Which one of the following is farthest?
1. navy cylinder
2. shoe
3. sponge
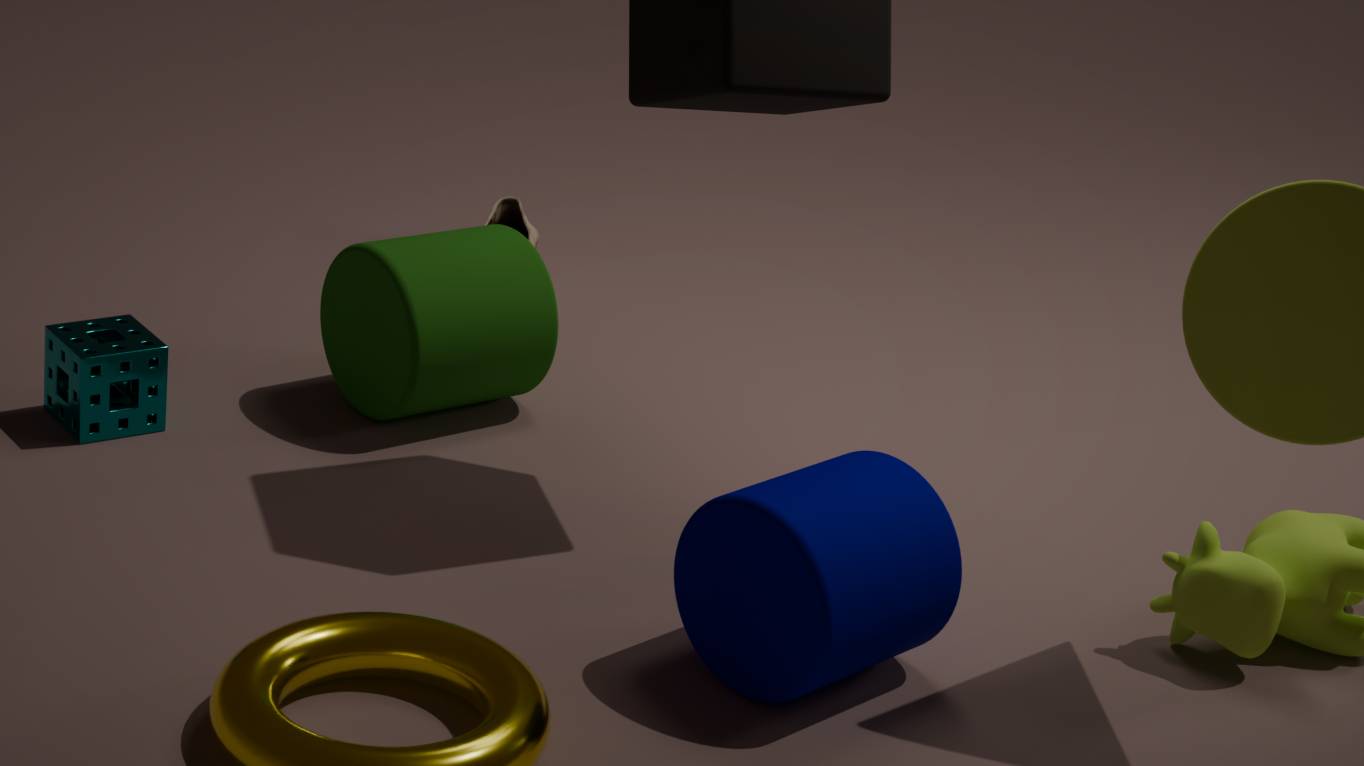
shoe
